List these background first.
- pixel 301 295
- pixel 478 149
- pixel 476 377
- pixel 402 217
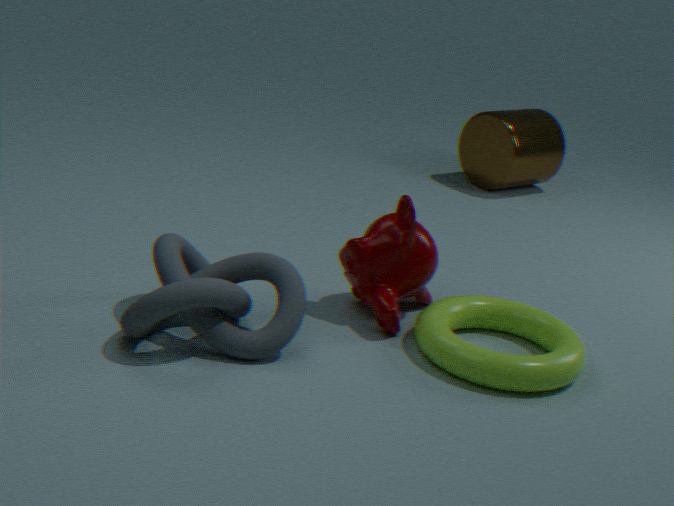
pixel 478 149 < pixel 402 217 < pixel 301 295 < pixel 476 377
